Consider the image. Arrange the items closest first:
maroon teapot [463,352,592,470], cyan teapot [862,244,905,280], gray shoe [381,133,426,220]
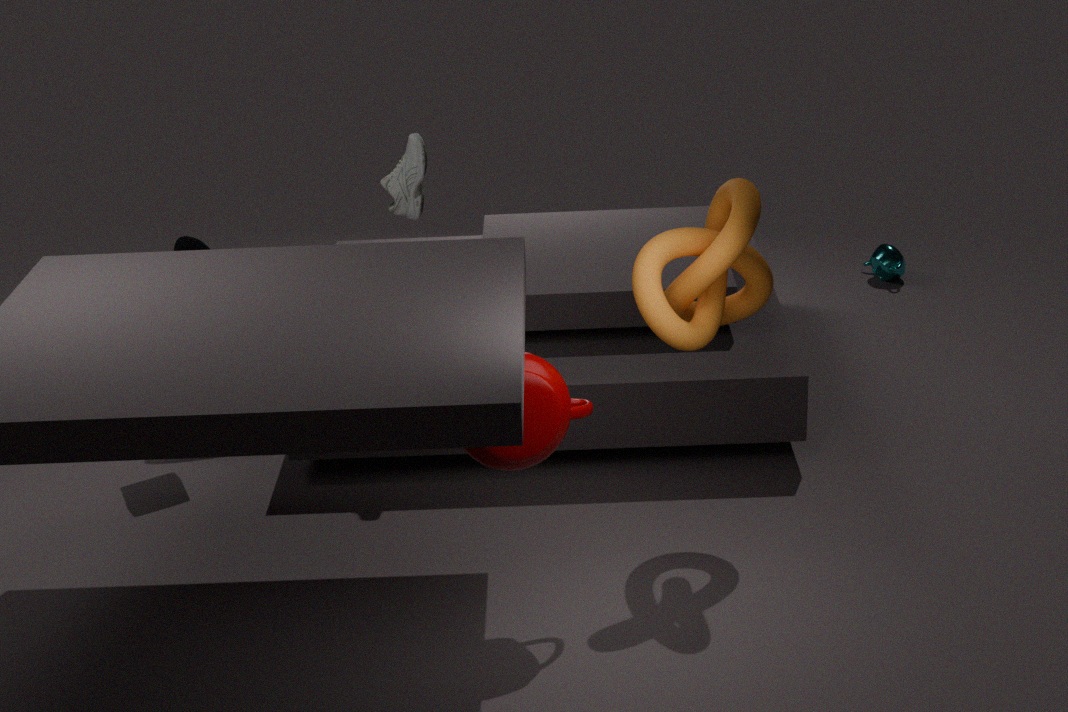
maroon teapot [463,352,592,470]
gray shoe [381,133,426,220]
cyan teapot [862,244,905,280]
